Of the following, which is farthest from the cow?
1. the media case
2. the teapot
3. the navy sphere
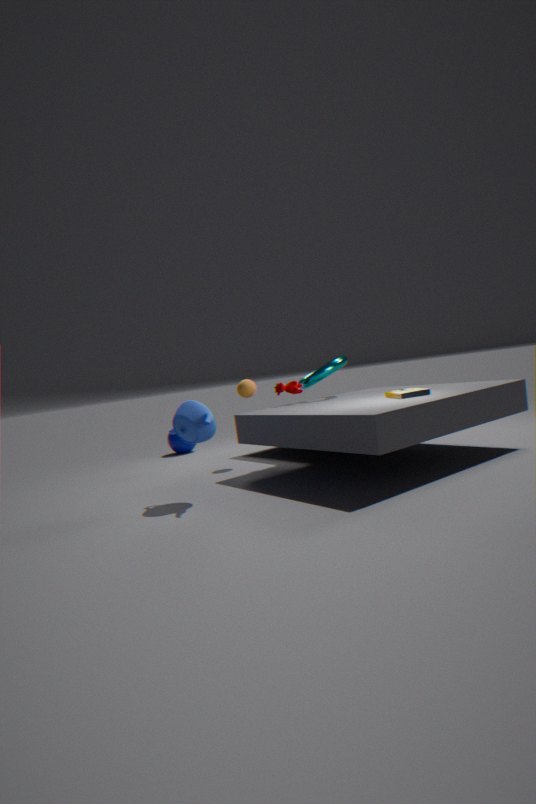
the navy sphere
